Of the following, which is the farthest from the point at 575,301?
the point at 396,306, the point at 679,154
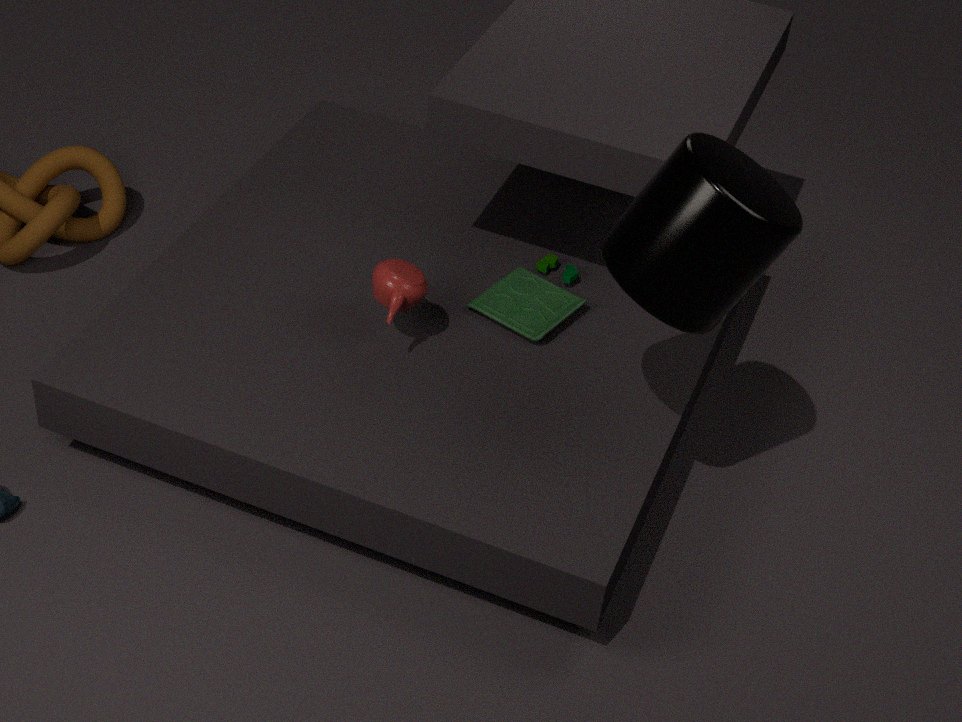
the point at 679,154
